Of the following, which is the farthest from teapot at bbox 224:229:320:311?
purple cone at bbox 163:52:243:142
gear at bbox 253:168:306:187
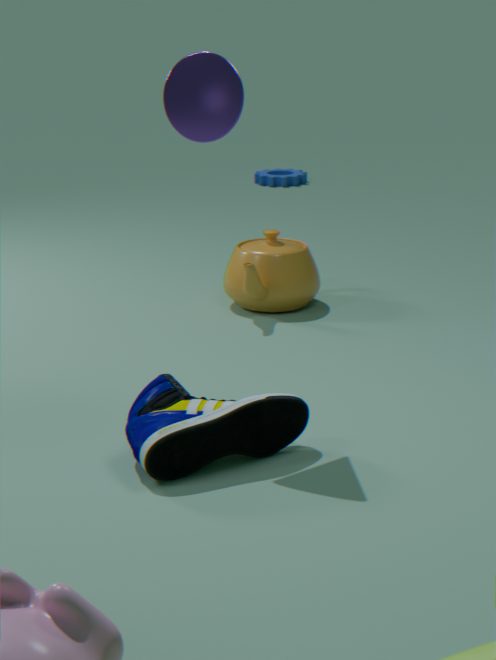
gear at bbox 253:168:306:187
